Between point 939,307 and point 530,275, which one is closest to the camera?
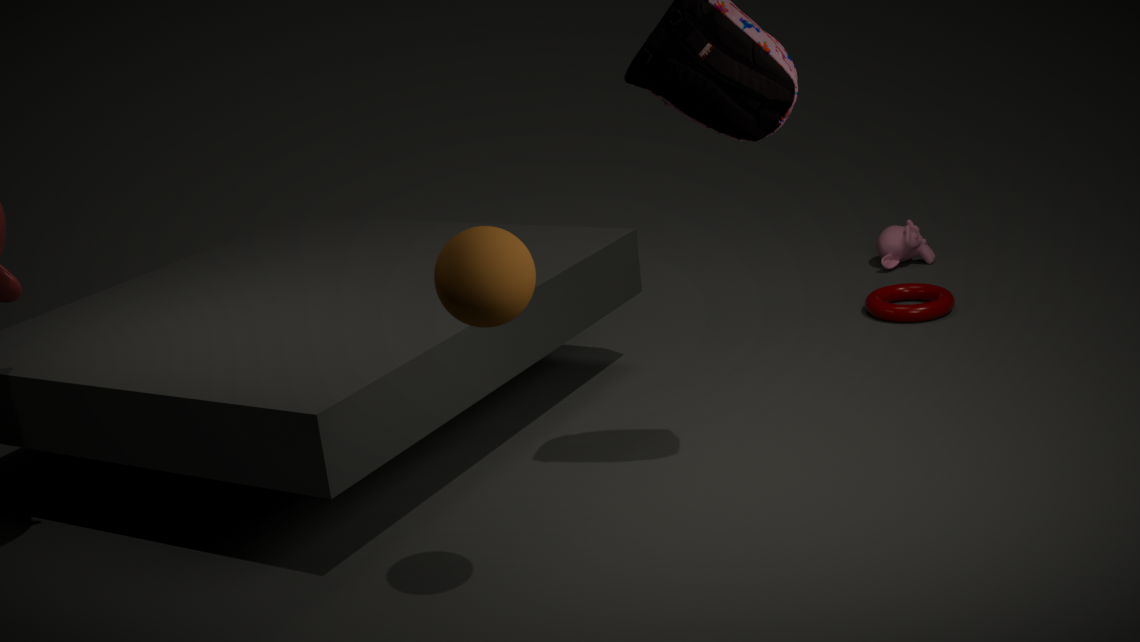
point 530,275
